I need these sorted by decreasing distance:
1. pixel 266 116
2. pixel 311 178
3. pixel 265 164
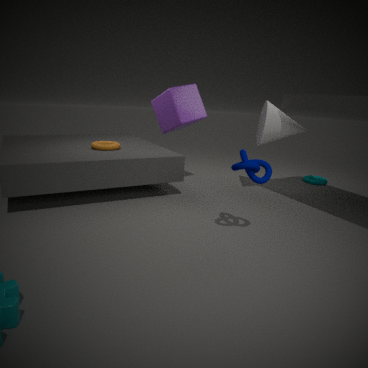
pixel 311 178 → pixel 266 116 → pixel 265 164
